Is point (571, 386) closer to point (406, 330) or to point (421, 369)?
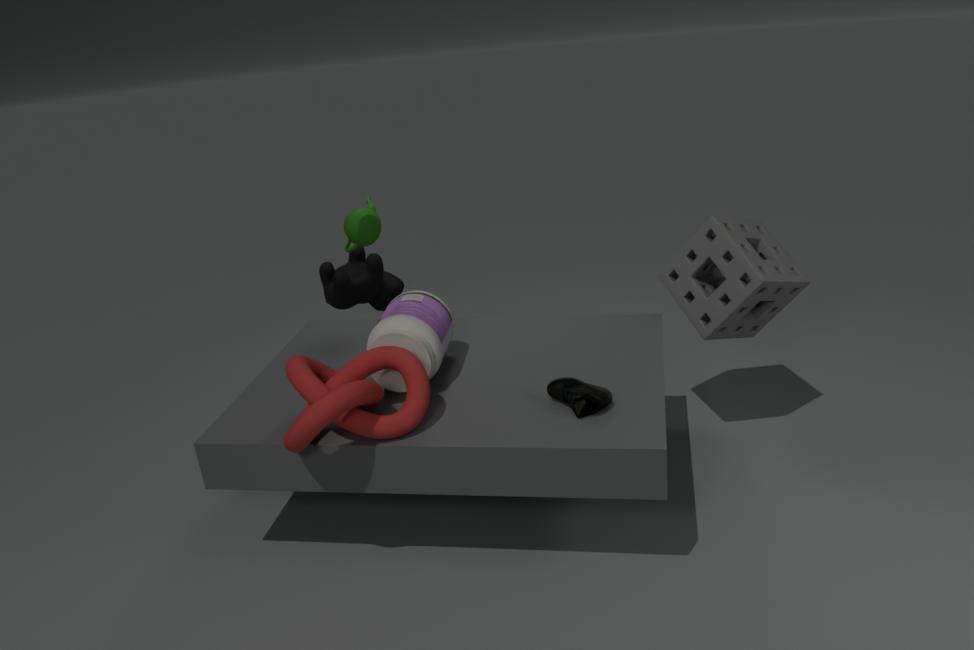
point (406, 330)
